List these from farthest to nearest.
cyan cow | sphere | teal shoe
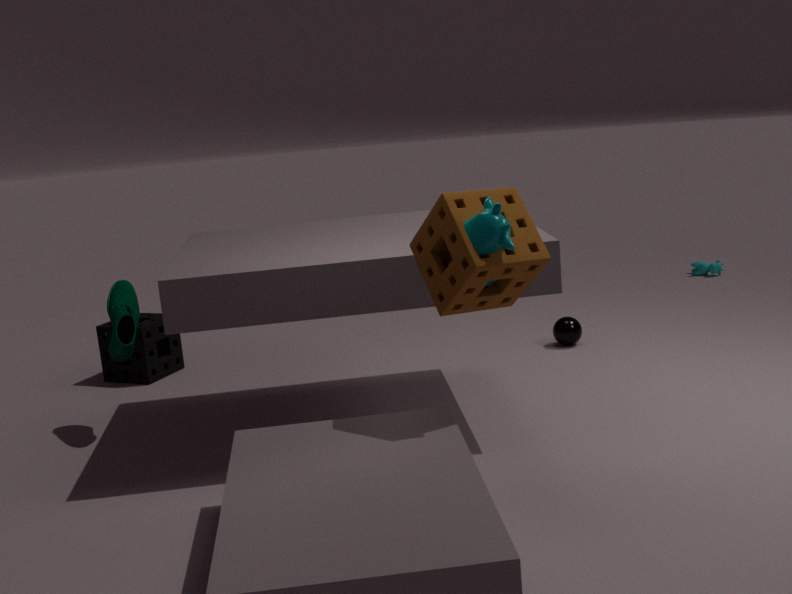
cyan cow → sphere → teal shoe
